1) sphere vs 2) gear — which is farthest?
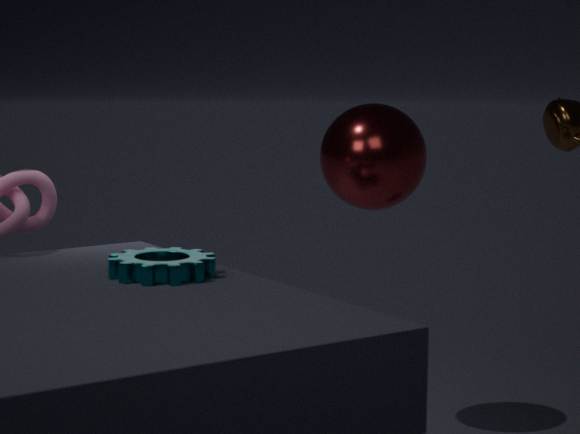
1. sphere
